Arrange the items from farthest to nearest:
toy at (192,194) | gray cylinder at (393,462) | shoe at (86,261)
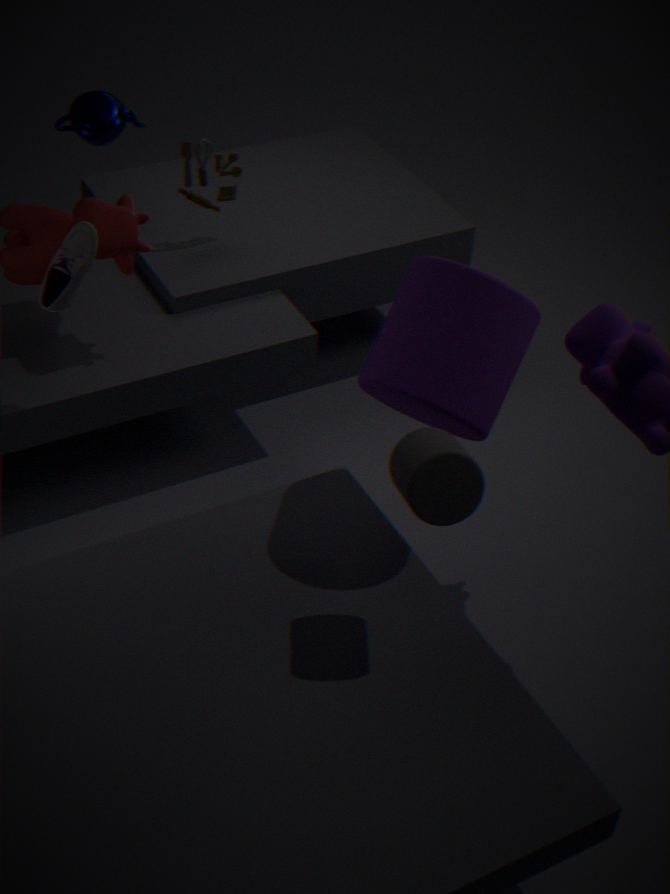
toy at (192,194) → shoe at (86,261) → gray cylinder at (393,462)
